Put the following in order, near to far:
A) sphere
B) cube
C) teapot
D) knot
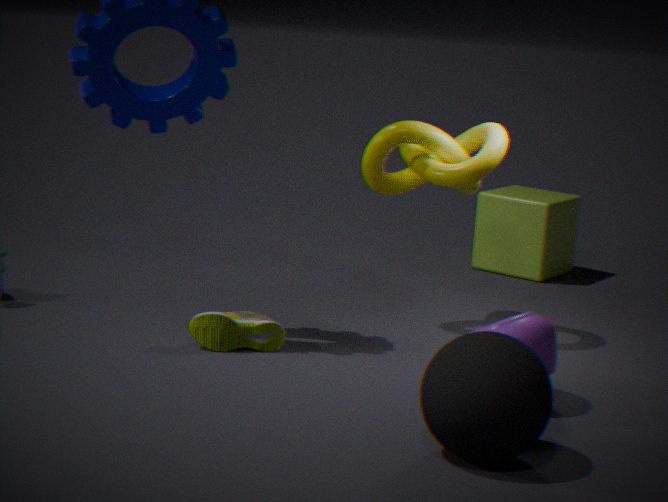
sphere, teapot, knot, cube
